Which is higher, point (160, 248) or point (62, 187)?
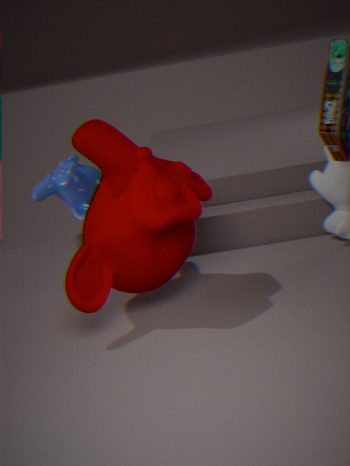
point (62, 187)
